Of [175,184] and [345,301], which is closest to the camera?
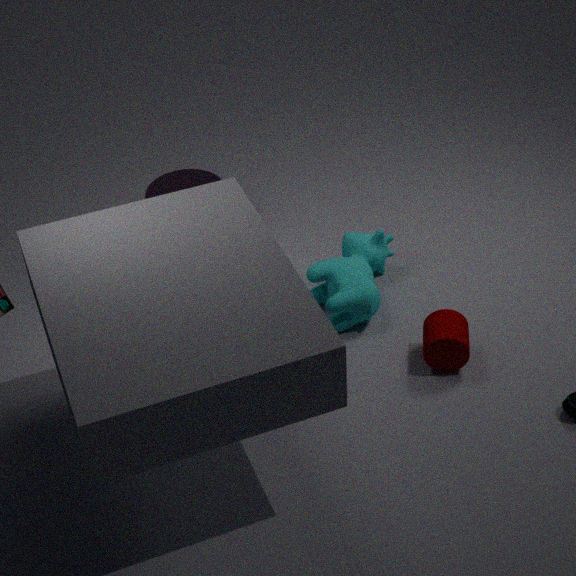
[345,301]
